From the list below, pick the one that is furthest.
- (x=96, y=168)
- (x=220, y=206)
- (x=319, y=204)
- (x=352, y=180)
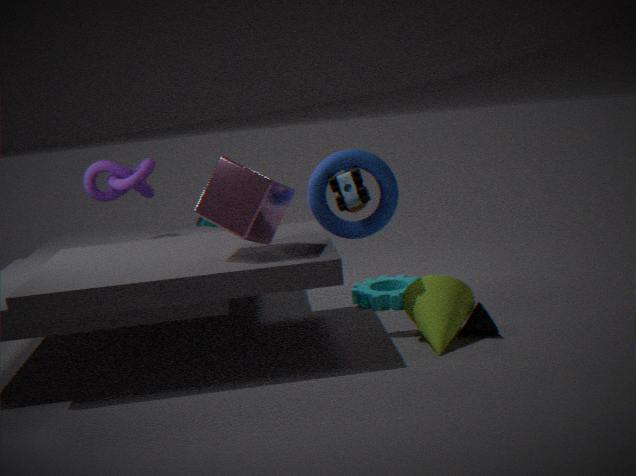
(x=96, y=168)
